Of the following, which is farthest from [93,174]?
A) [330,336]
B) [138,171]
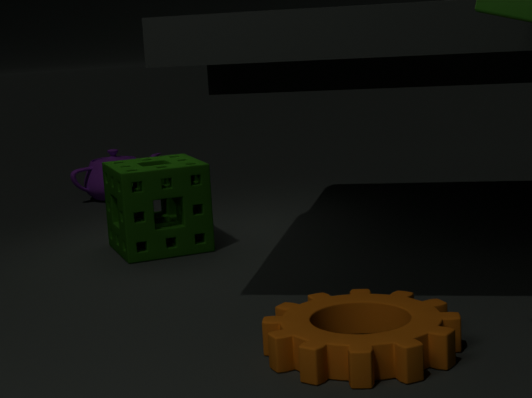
[330,336]
